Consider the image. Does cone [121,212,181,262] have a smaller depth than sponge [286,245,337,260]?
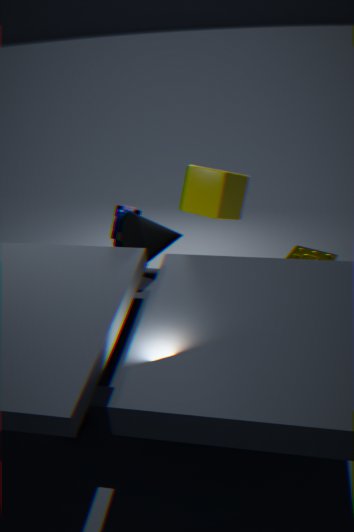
Yes
